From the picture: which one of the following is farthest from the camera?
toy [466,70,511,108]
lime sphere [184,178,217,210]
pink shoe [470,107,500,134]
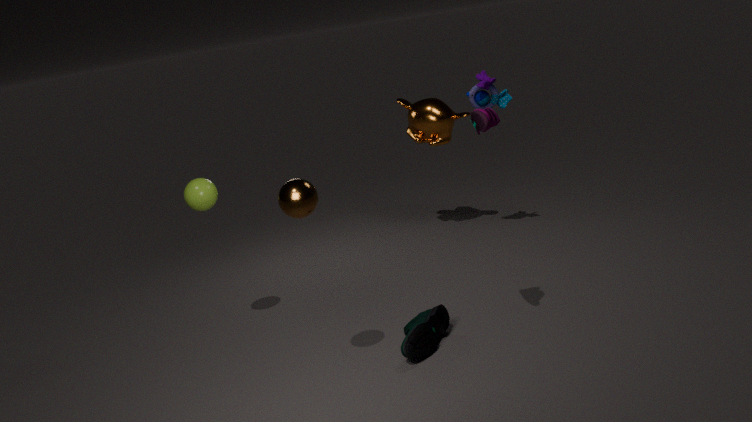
toy [466,70,511,108]
